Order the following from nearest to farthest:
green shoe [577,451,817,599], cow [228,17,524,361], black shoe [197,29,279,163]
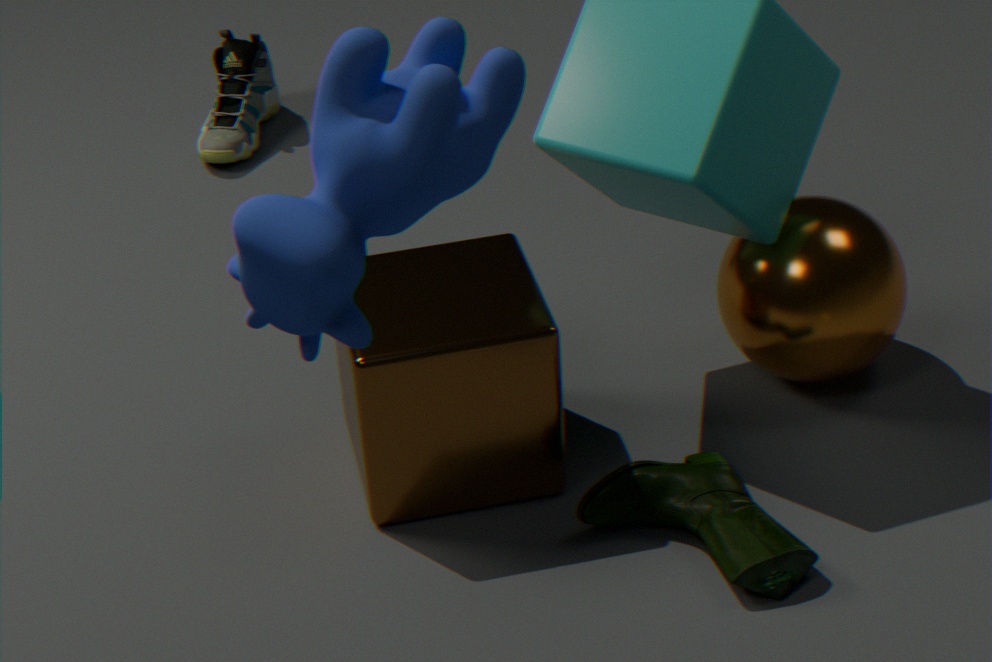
cow [228,17,524,361], green shoe [577,451,817,599], black shoe [197,29,279,163]
